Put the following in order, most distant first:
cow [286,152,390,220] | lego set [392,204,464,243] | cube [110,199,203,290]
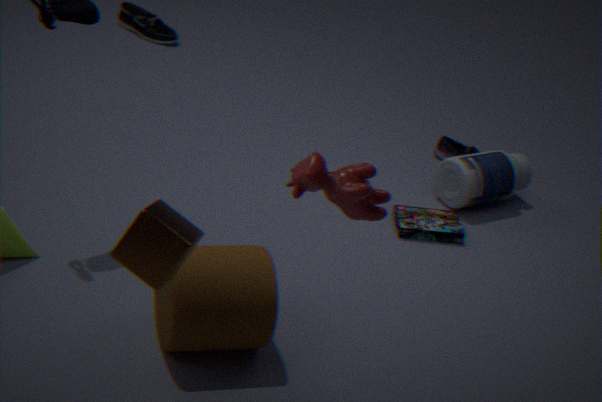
lego set [392,204,464,243] → cube [110,199,203,290] → cow [286,152,390,220]
